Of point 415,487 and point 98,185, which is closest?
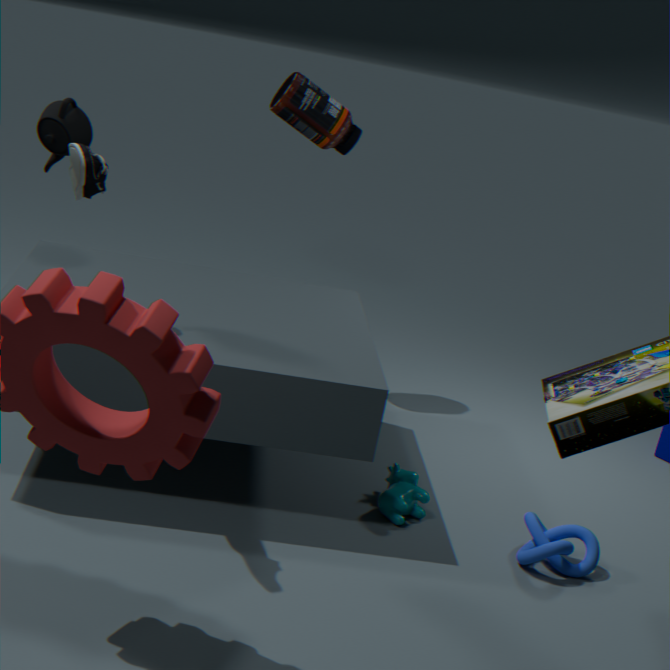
point 98,185
